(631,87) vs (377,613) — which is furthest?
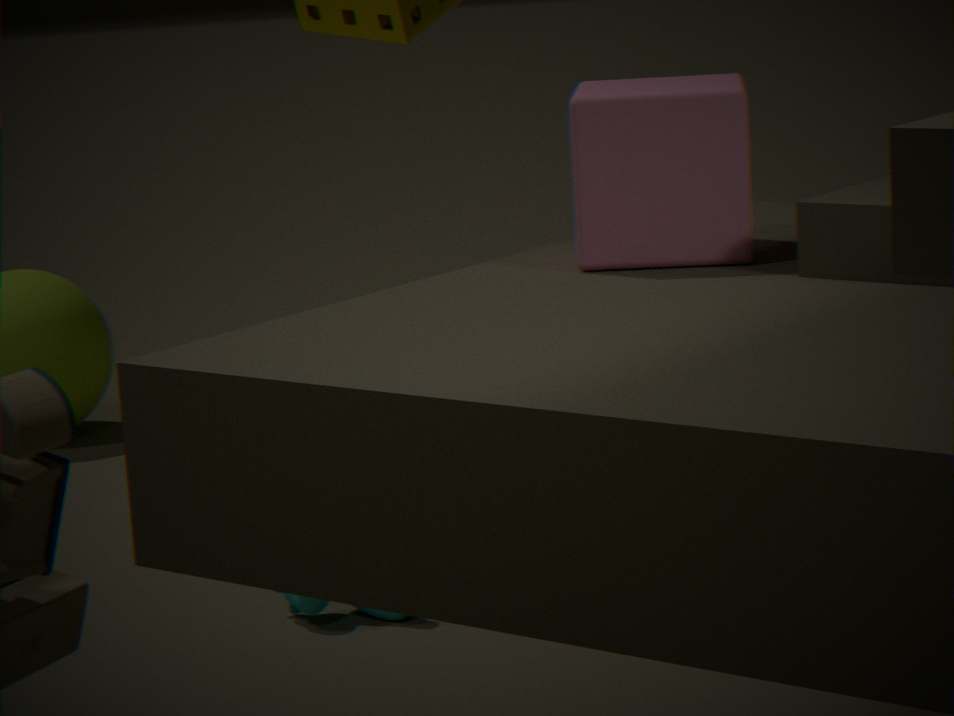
(377,613)
